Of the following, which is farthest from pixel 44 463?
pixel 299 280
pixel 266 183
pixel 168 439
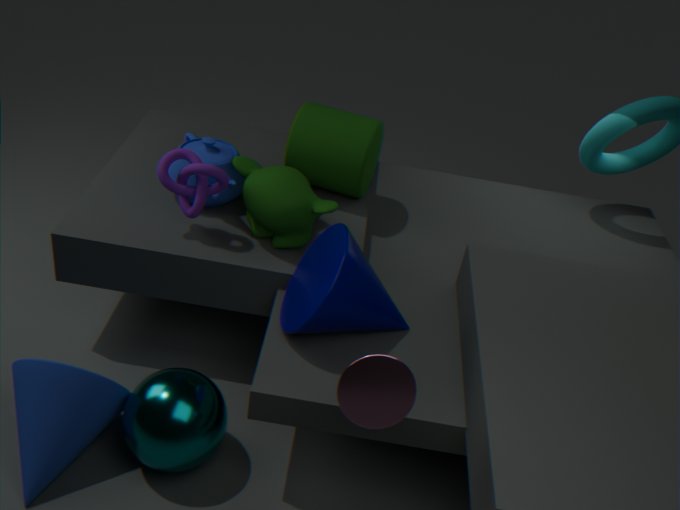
pixel 266 183
